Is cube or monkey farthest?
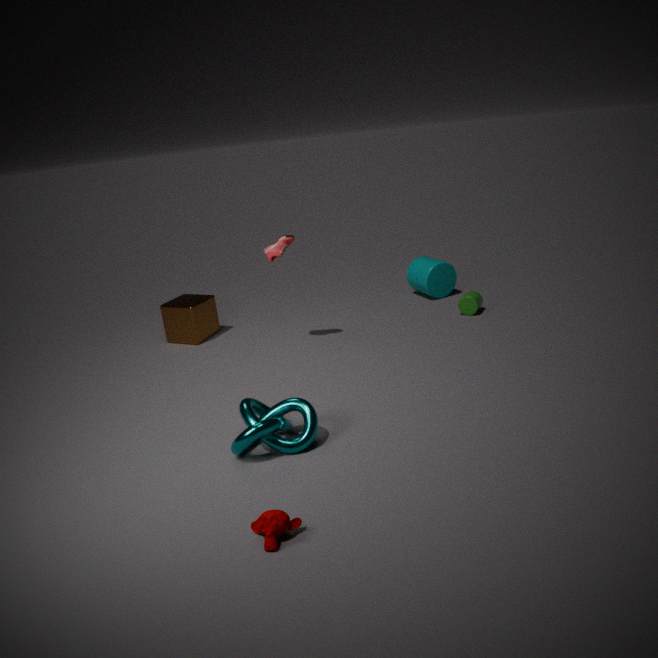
cube
